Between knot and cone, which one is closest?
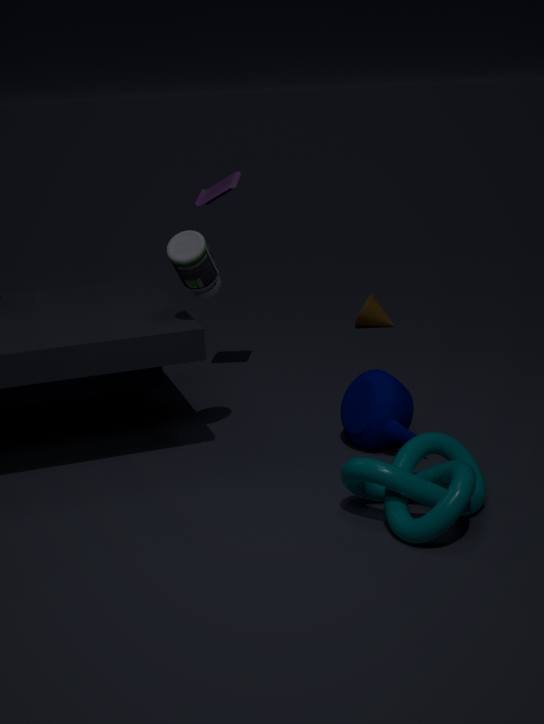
knot
